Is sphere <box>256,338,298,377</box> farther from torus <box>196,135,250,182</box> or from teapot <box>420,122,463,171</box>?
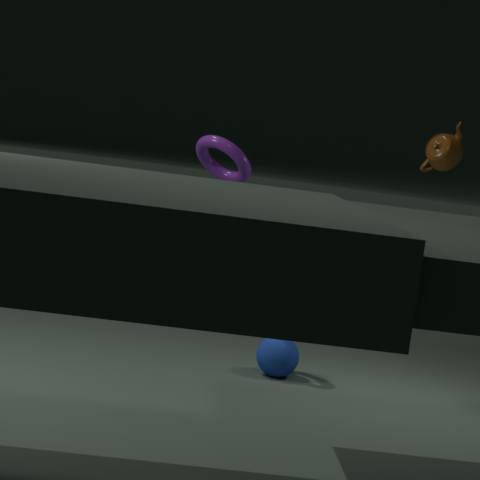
teapot <box>420,122,463,171</box>
